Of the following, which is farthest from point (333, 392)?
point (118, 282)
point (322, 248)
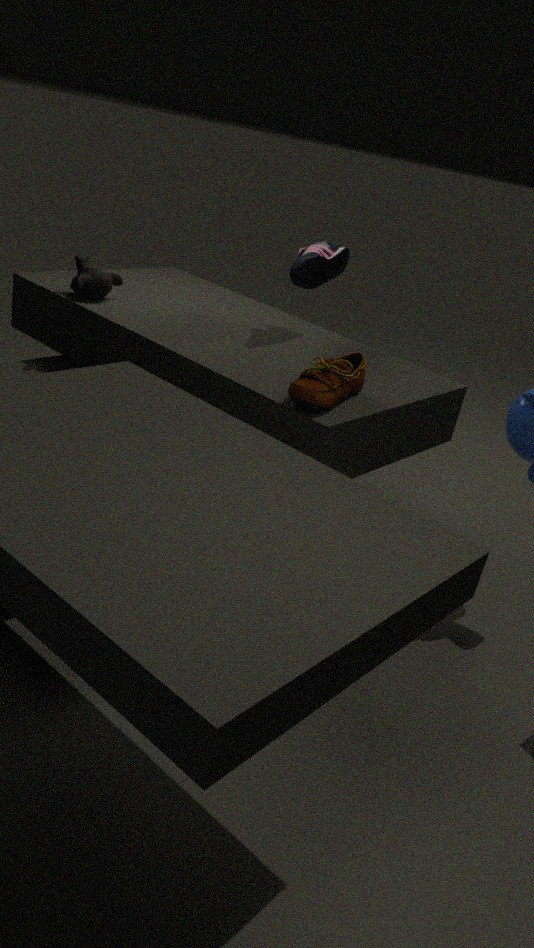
point (118, 282)
